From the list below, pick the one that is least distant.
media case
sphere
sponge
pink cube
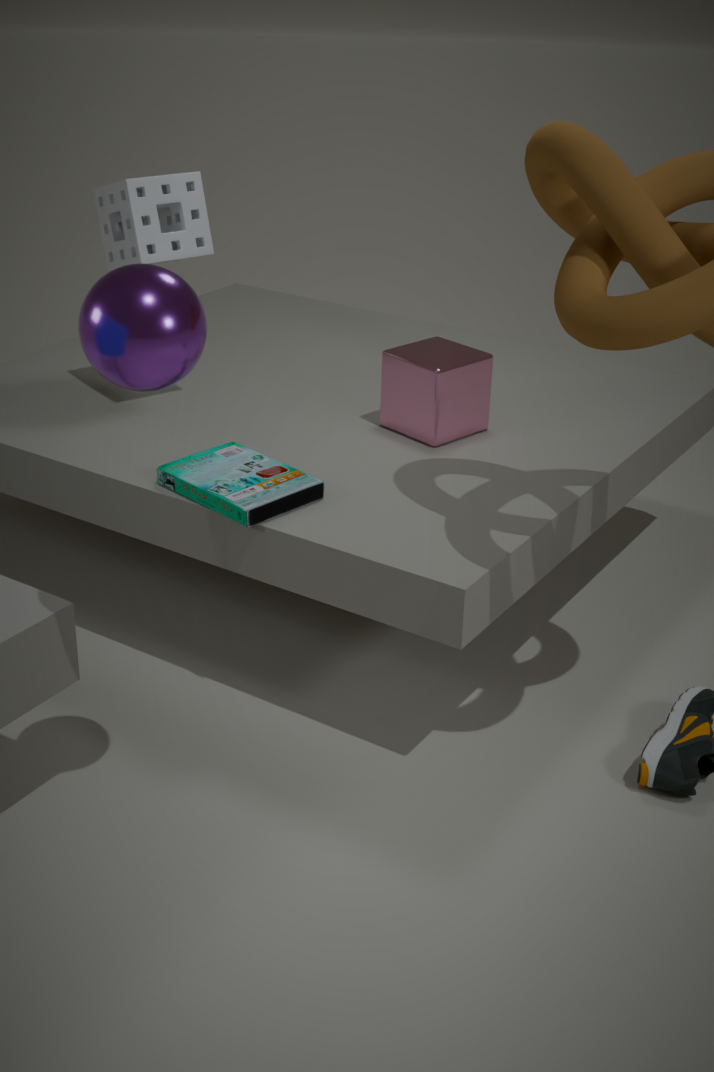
sphere
